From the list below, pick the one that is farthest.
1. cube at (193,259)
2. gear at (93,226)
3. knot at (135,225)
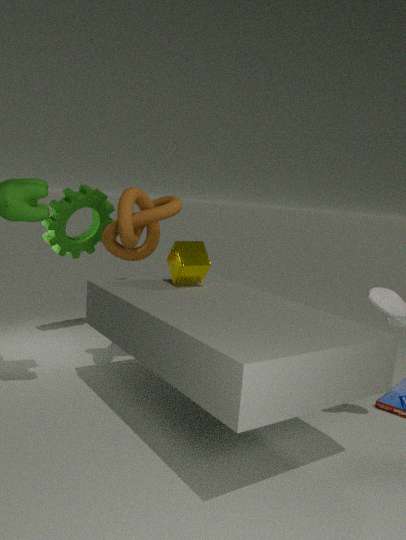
gear at (93,226)
